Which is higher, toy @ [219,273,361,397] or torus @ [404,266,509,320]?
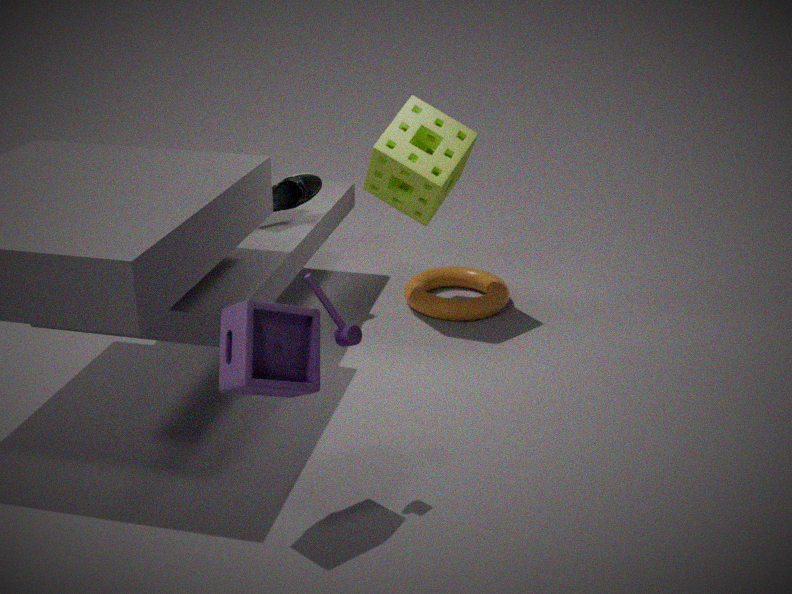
toy @ [219,273,361,397]
